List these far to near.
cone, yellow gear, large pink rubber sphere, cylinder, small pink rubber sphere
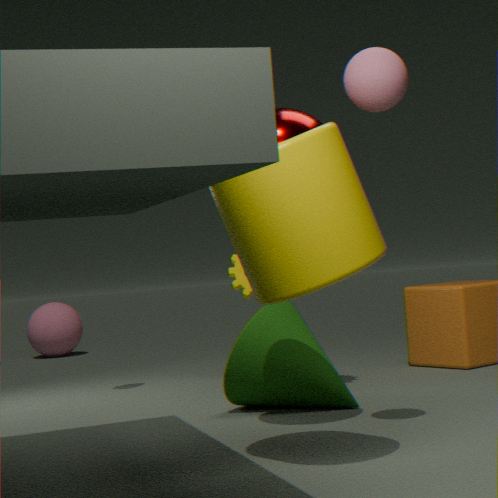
1. large pink rubber sphere
2. yellow gear
3. cone
4. small pink rubber sphere
5. cylinder
